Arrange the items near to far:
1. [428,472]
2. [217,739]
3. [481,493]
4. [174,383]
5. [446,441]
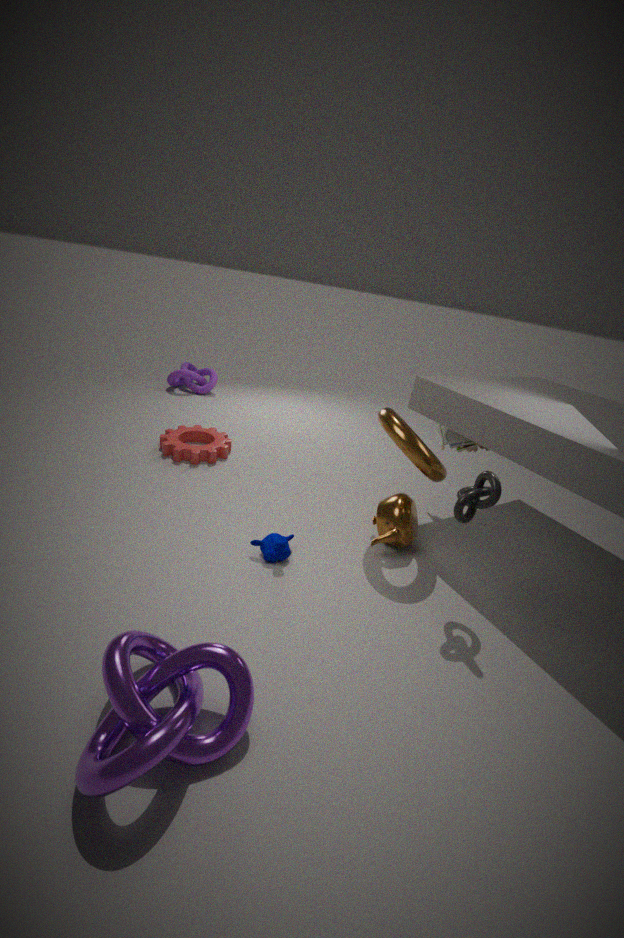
[217,739], [481,493], [428,472], [446,441], [174,383]
